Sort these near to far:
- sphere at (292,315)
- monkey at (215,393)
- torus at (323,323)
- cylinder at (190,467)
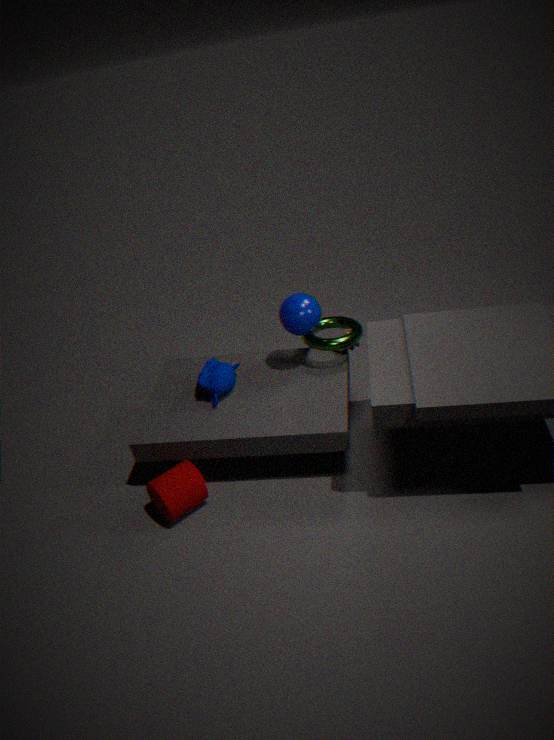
cylinder at (190,467) < sphere at (292,315) < monkey at (215,393) < torus at (323,323)
